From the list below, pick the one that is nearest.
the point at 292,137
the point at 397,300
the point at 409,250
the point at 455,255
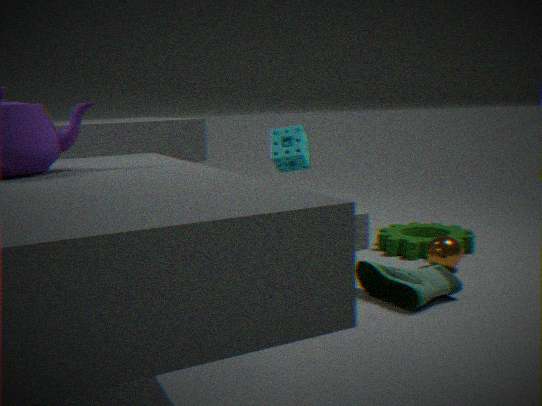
the point at 397,300
